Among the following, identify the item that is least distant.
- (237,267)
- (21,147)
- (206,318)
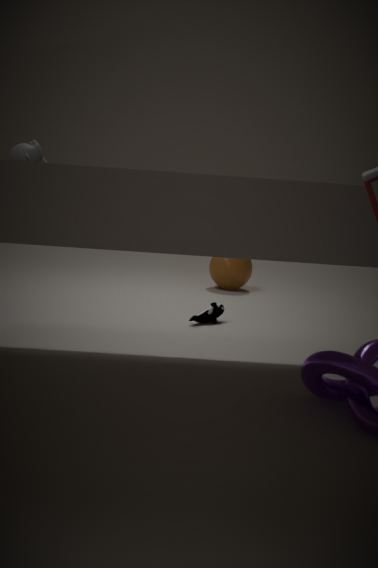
(21,147)
